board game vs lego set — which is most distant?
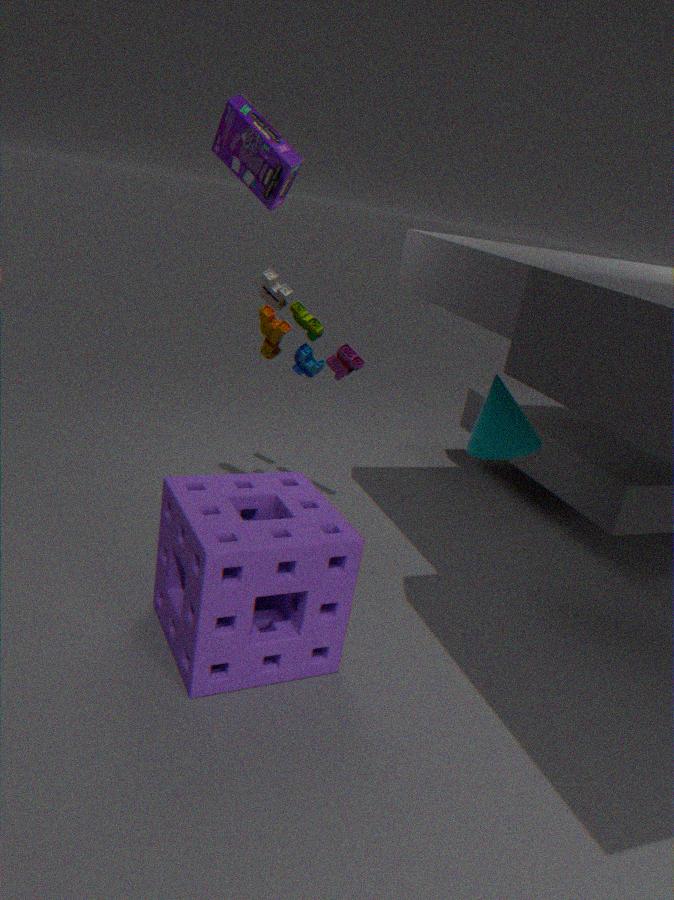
lego set
